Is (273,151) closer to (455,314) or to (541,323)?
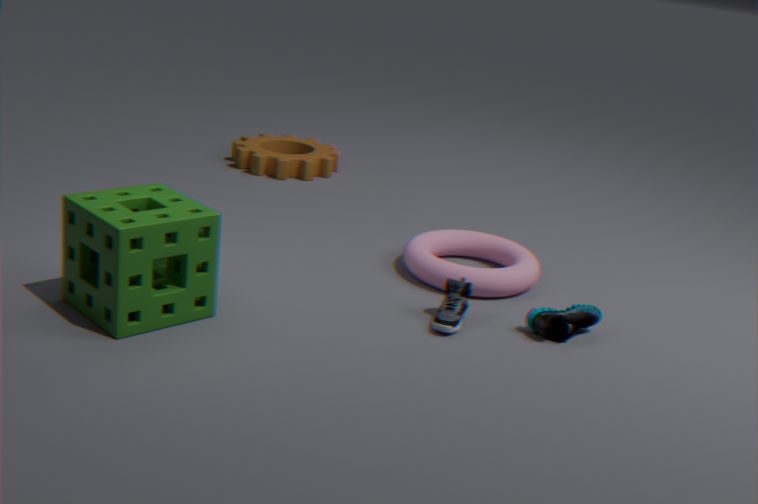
(455,314)
